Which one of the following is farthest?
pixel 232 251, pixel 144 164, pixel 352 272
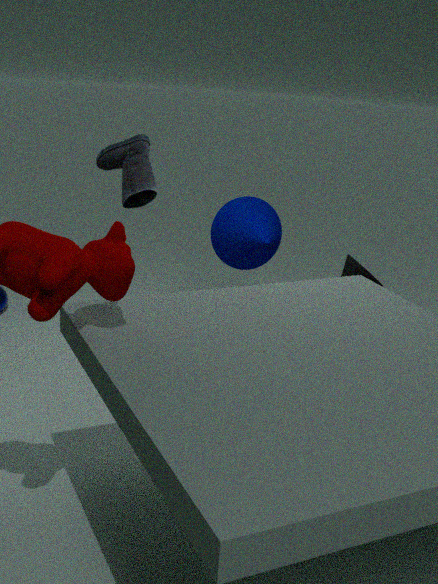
pixel 232 251
